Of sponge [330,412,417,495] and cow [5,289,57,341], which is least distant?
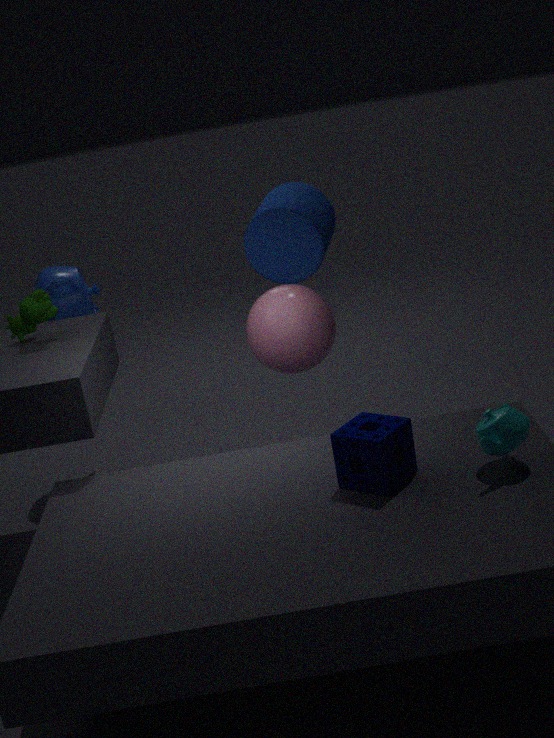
sponge [330,412,417,495]
